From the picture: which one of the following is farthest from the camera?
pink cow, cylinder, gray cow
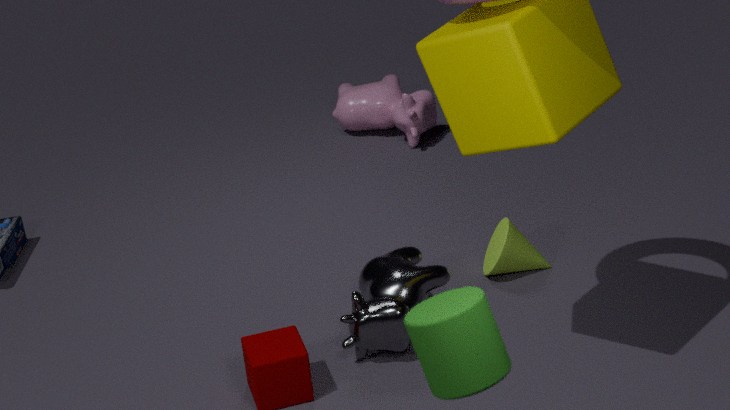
pink cow
